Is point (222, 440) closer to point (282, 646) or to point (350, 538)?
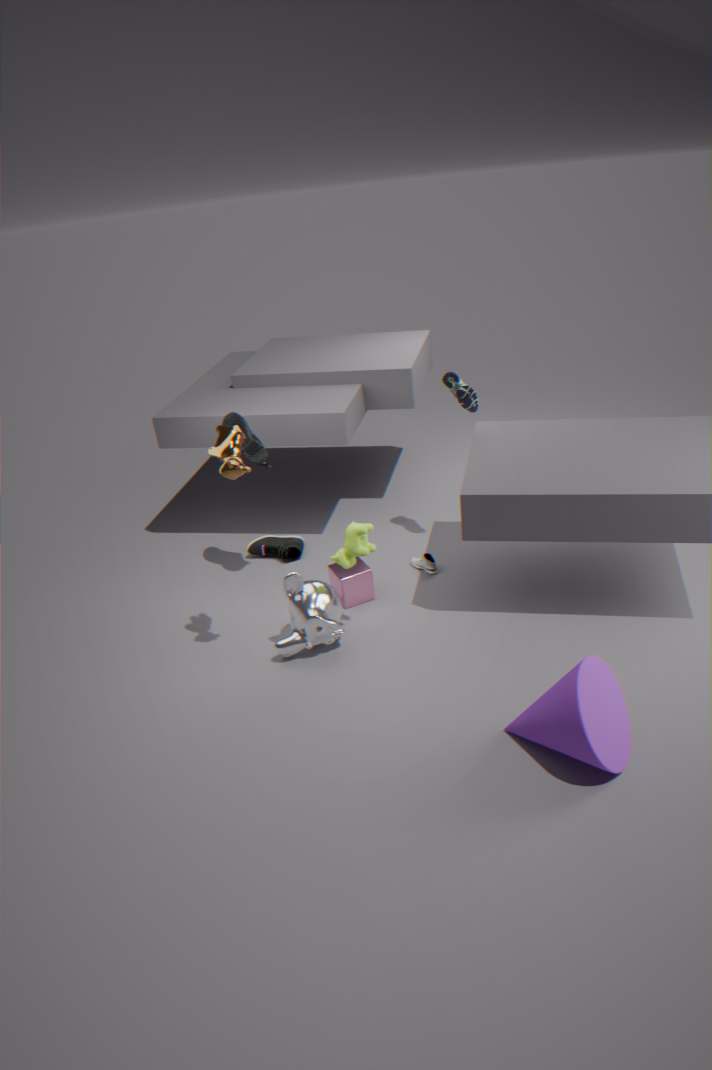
point (350, 538)
